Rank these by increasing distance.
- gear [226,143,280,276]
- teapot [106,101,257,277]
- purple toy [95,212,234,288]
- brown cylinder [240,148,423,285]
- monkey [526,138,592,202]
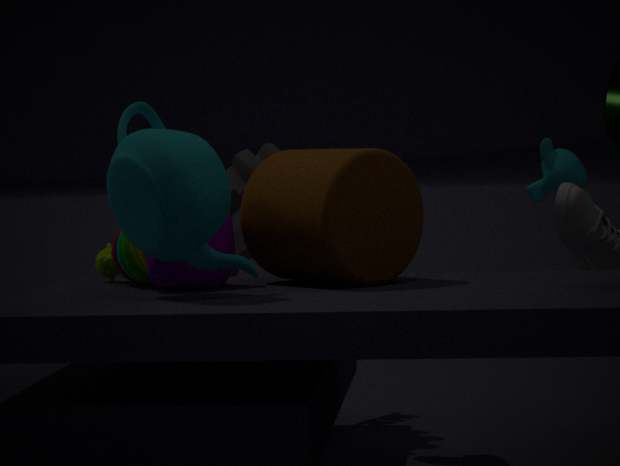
1. teapot [106,101,257,277]
2. brown cylinder [240,148,423,285]
3. purple toy [95,212,234,288]
4. gear [226,143,280,276]
5. monkey [526,138,592,202]
